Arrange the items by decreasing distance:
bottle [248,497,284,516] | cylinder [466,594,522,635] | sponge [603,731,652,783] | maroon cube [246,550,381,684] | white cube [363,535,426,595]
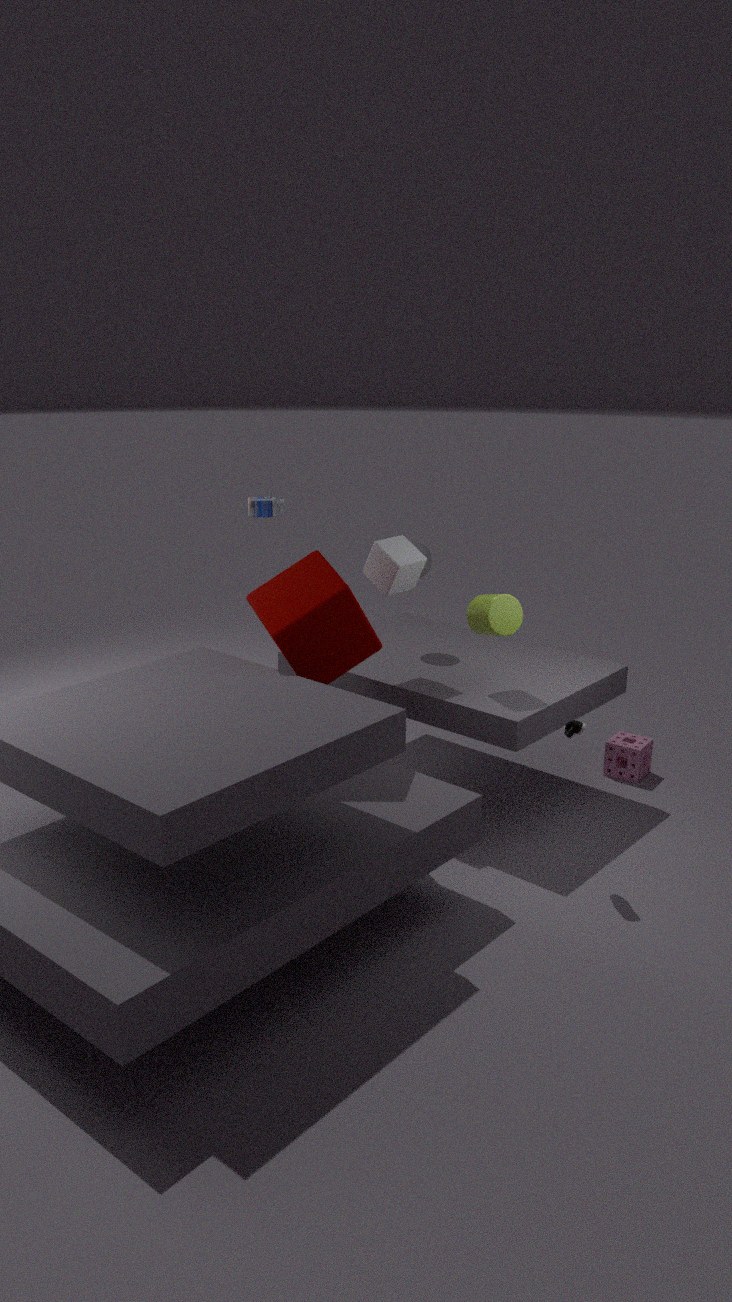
bottle [248,497,284,516], sponge [603,731,652,783], white cube [363,535,426,595], cylinder [466,594,522,635], maroon cube [246,550,381,684]
